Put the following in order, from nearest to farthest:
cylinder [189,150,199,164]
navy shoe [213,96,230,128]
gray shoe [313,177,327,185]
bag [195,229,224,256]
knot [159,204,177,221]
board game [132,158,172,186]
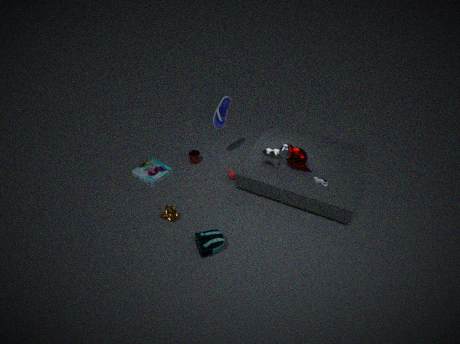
1. bag [195,229,224,256]
2. knot [159,204,177,221]
3. gray shoe [313,177,327,185]
4. navy shoe [213,96,230,128]
5. board game [132,158,172,186]
6. cylinder [189,150,199,164]
